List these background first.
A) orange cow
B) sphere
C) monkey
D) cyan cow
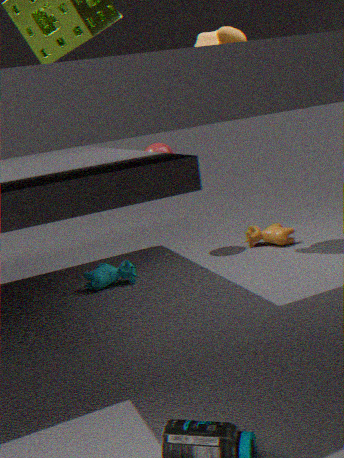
1. orange cow
2. sphere
3. cyan cow
4. monkey
